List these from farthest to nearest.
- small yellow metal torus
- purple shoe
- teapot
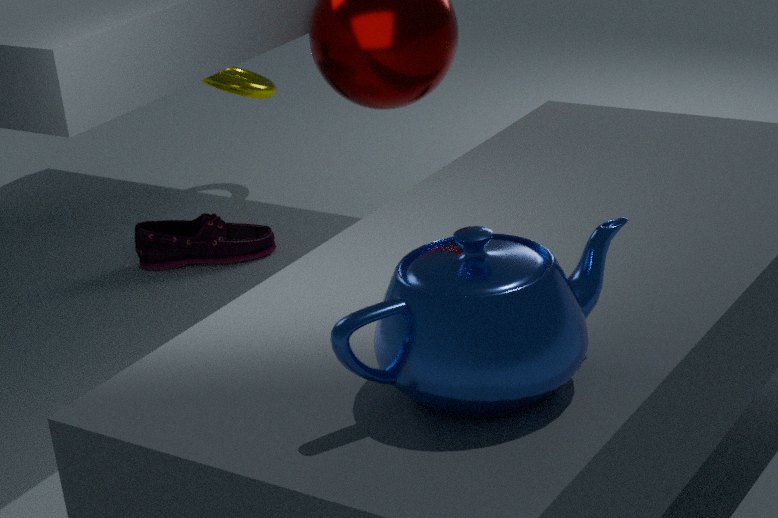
small yellow metal torus < purple shoe < teapot
